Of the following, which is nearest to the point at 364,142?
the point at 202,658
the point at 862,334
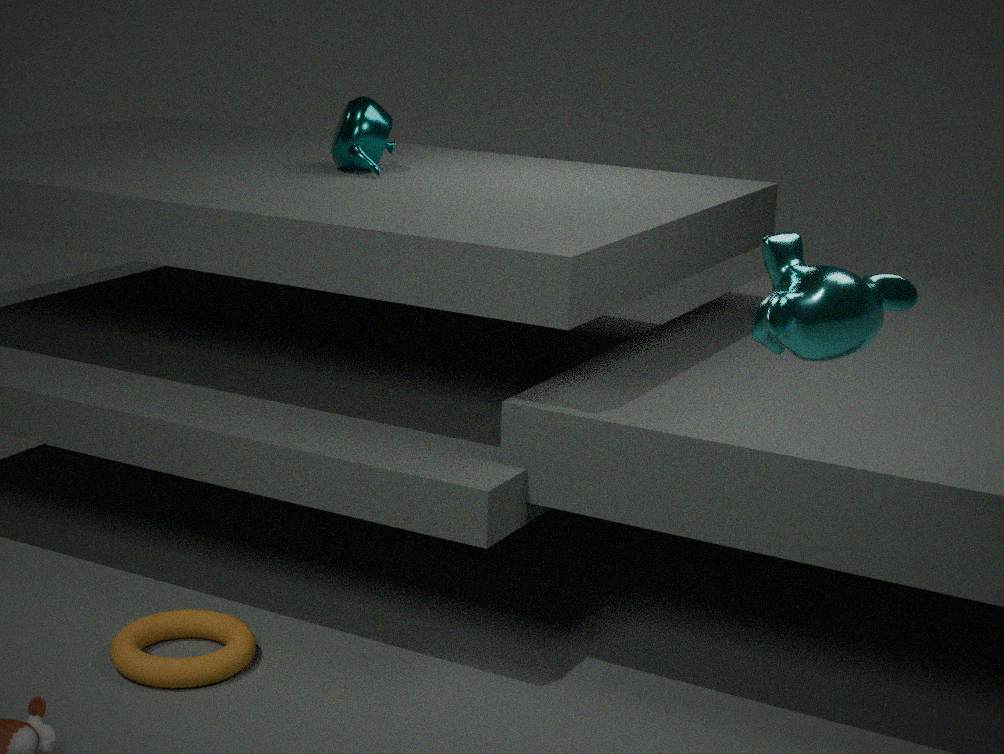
the point at 202,658
